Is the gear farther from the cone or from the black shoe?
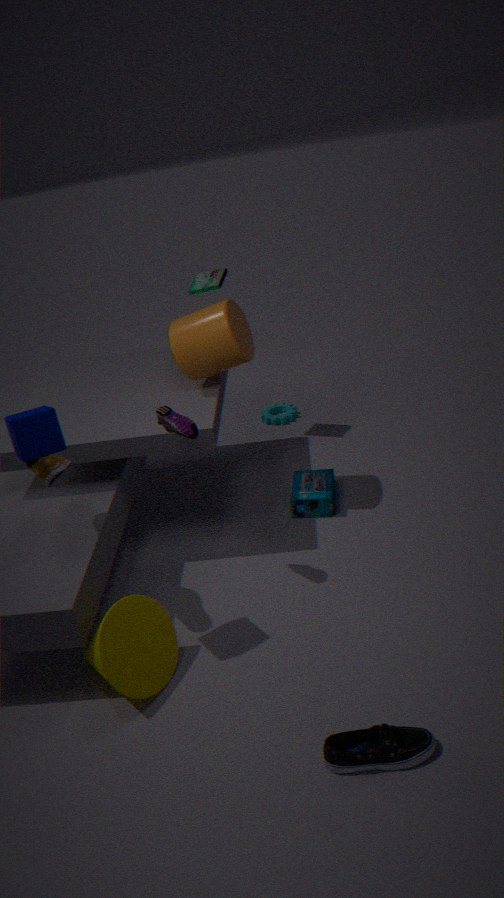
the black shoe
